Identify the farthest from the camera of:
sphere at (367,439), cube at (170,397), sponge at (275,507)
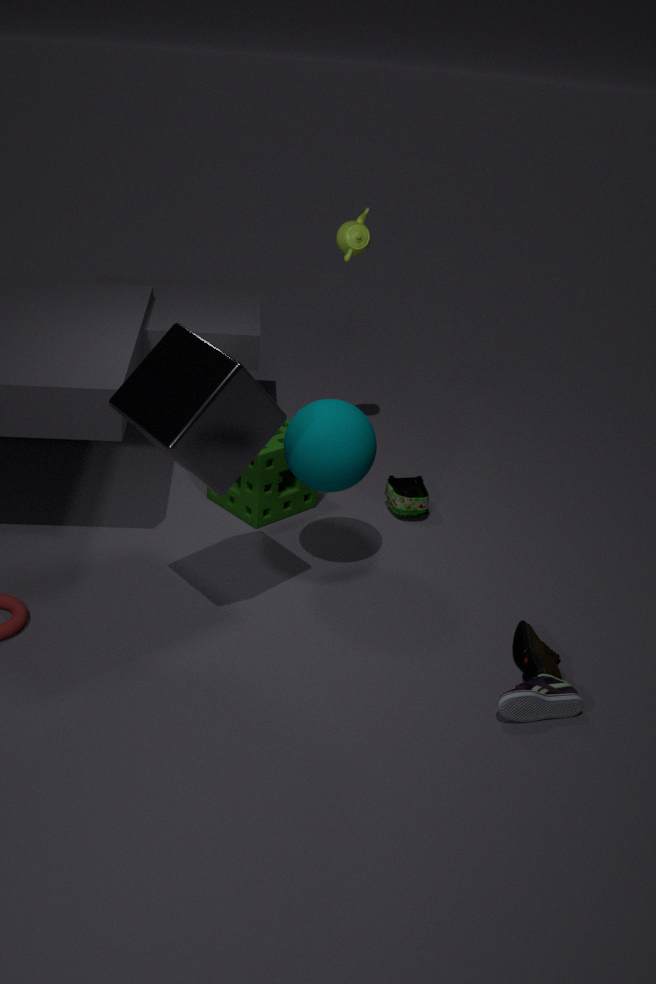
sponge at (275,507)
